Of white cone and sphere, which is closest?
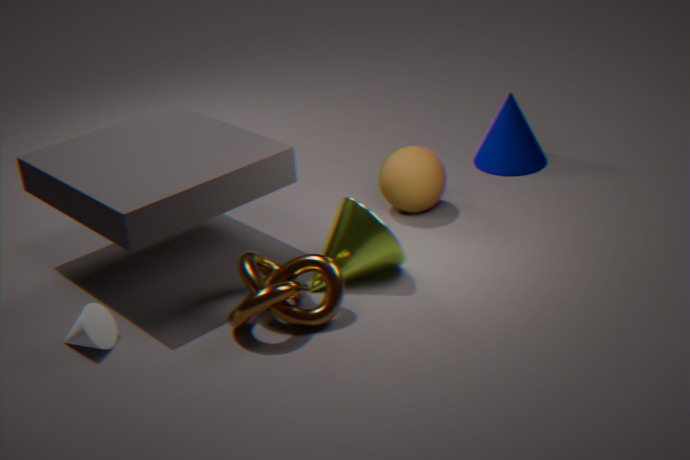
white cone
